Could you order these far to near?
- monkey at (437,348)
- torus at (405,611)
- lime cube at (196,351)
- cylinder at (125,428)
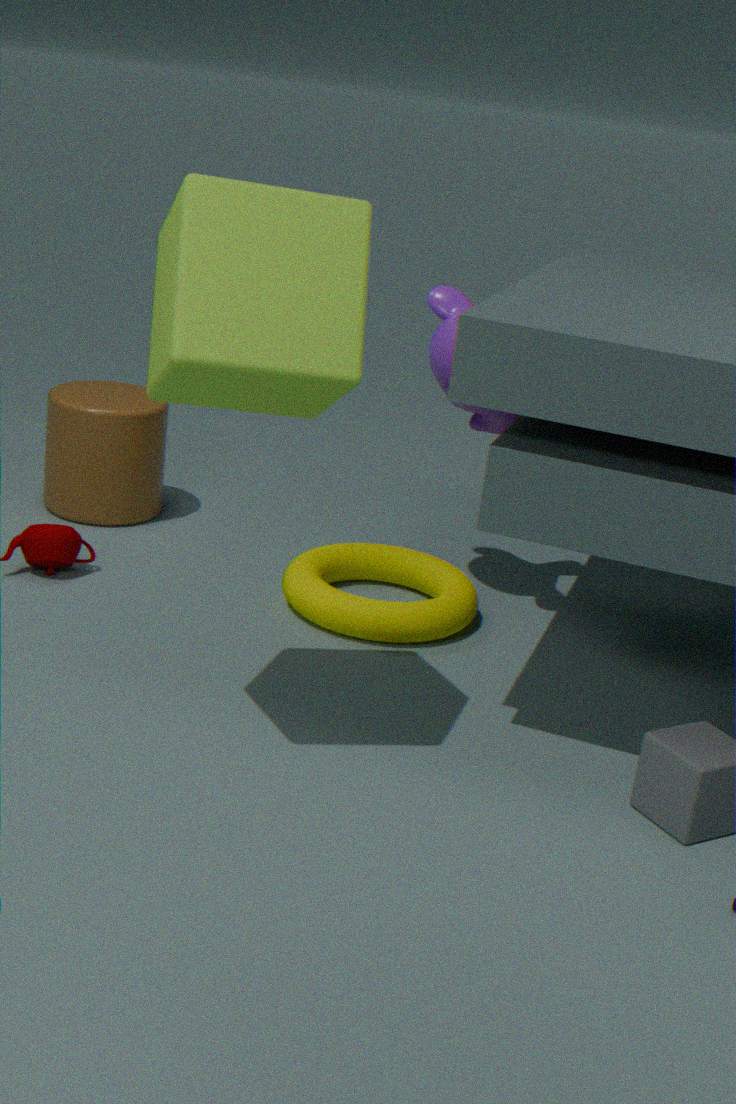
1. cylinder at (125,428)
2. monkey at (437,348)
3. torus at (405,611)
4. lime cube at (196,351)
